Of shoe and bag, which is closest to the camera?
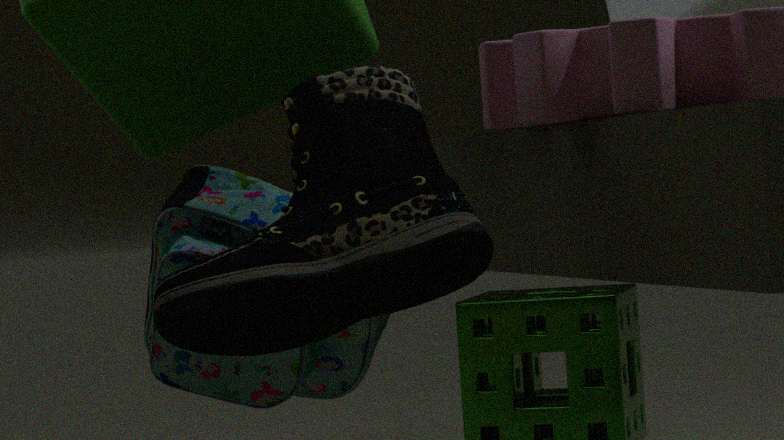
shoe
